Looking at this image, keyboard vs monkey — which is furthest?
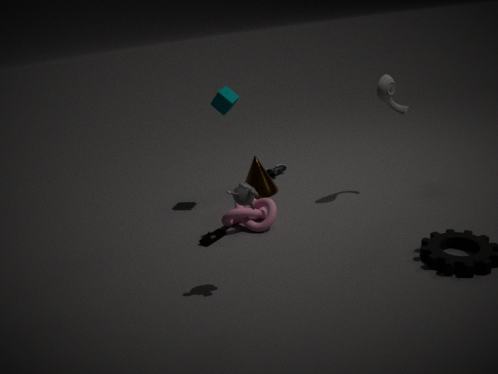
keyboard
